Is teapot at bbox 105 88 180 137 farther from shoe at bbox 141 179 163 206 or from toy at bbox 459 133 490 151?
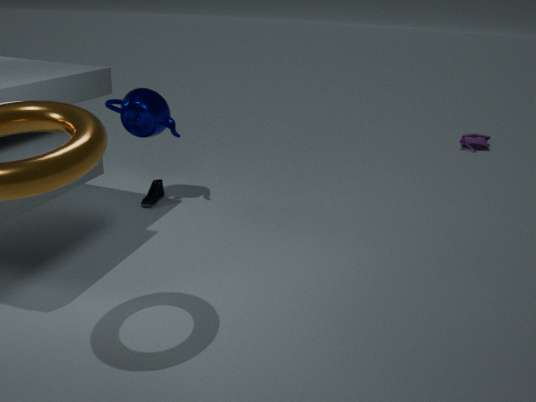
toy at bbox 459 133 490 151
